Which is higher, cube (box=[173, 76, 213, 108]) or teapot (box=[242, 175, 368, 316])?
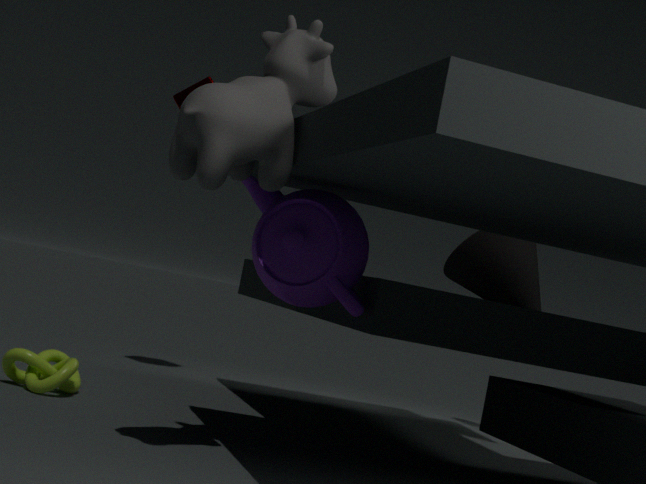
cube (box=[173, 76, 213, 108])
